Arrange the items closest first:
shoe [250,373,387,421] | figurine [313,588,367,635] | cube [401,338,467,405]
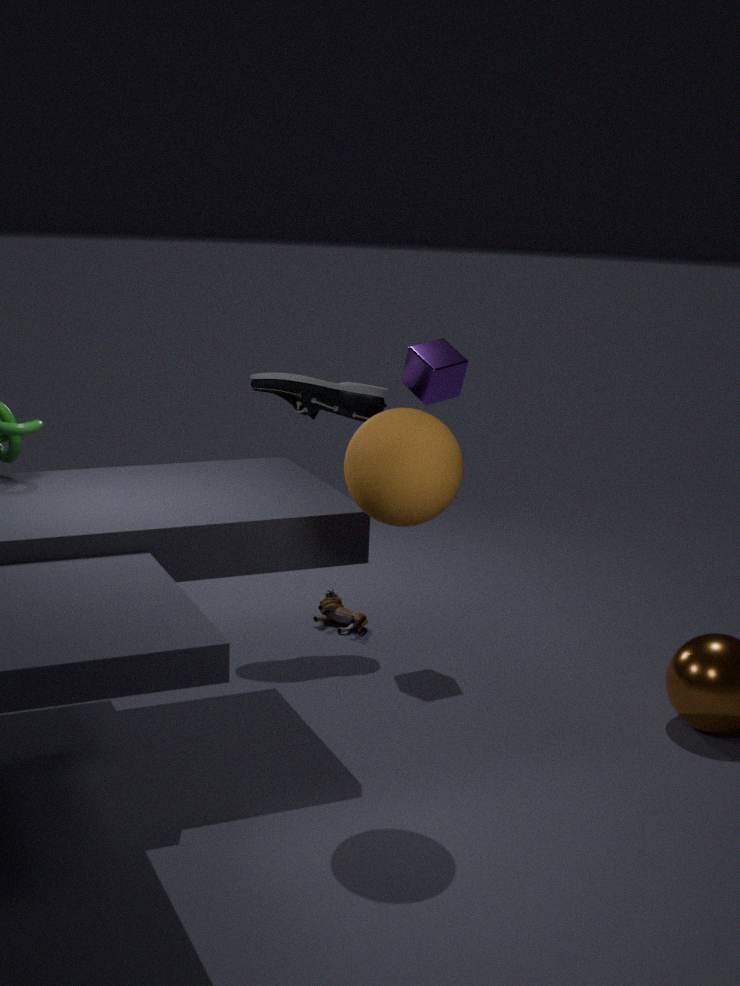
1. cube [401,338,467,405]
2. shoe [250,373,387,421]
3. figurine [313,588,367,635]
